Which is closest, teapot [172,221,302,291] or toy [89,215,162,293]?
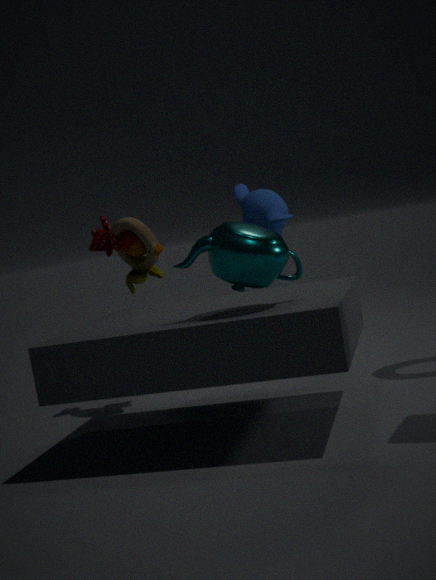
teapot [172,221,302,291]
